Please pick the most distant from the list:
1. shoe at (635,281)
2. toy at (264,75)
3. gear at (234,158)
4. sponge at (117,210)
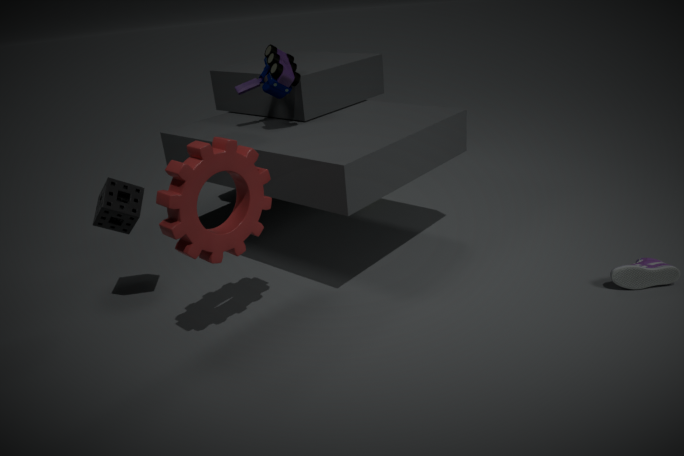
toy at (264,75)
